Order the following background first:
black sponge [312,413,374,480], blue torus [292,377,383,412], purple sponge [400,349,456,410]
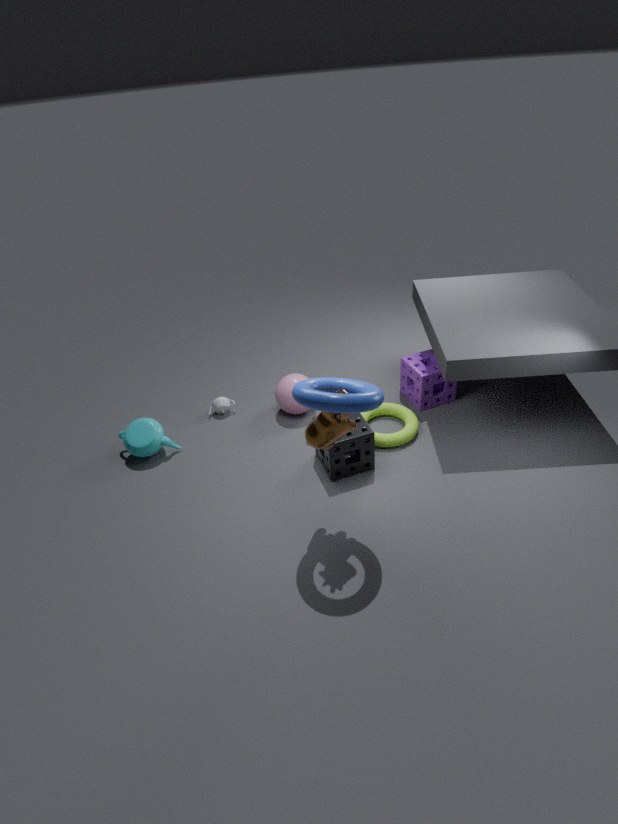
purple sponge [400,349,456,410] → black sponge [312,413,374,480] → blue torus [292,377,383,412]
